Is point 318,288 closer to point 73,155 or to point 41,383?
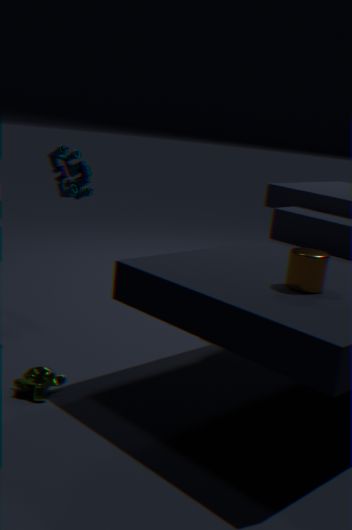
point 41,383
